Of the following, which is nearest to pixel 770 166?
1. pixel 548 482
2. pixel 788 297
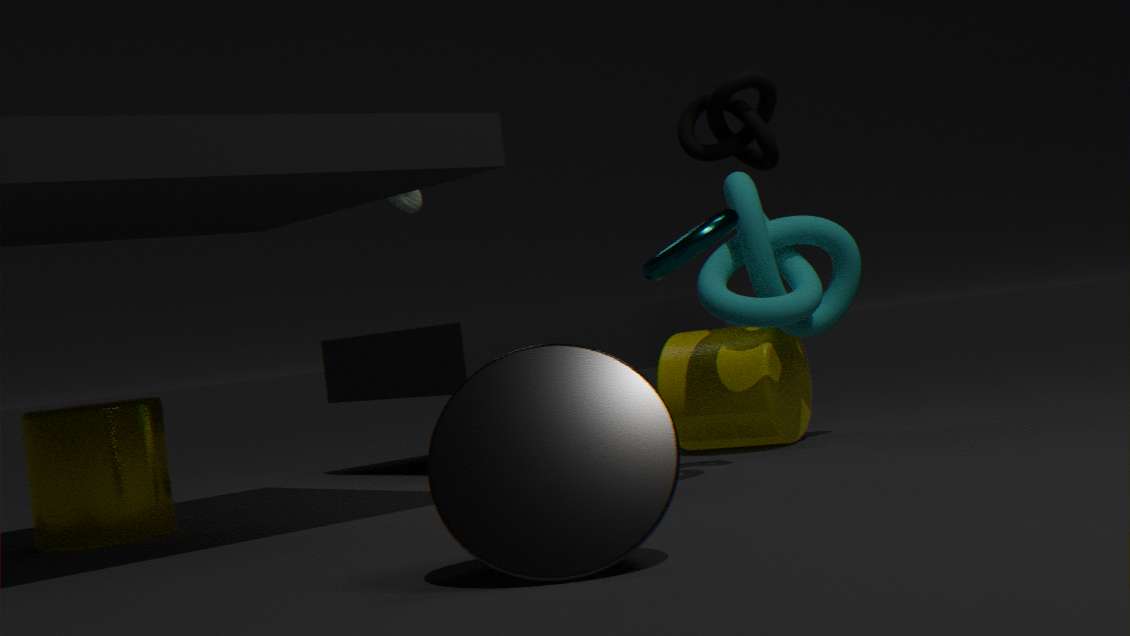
pixel 788 297
